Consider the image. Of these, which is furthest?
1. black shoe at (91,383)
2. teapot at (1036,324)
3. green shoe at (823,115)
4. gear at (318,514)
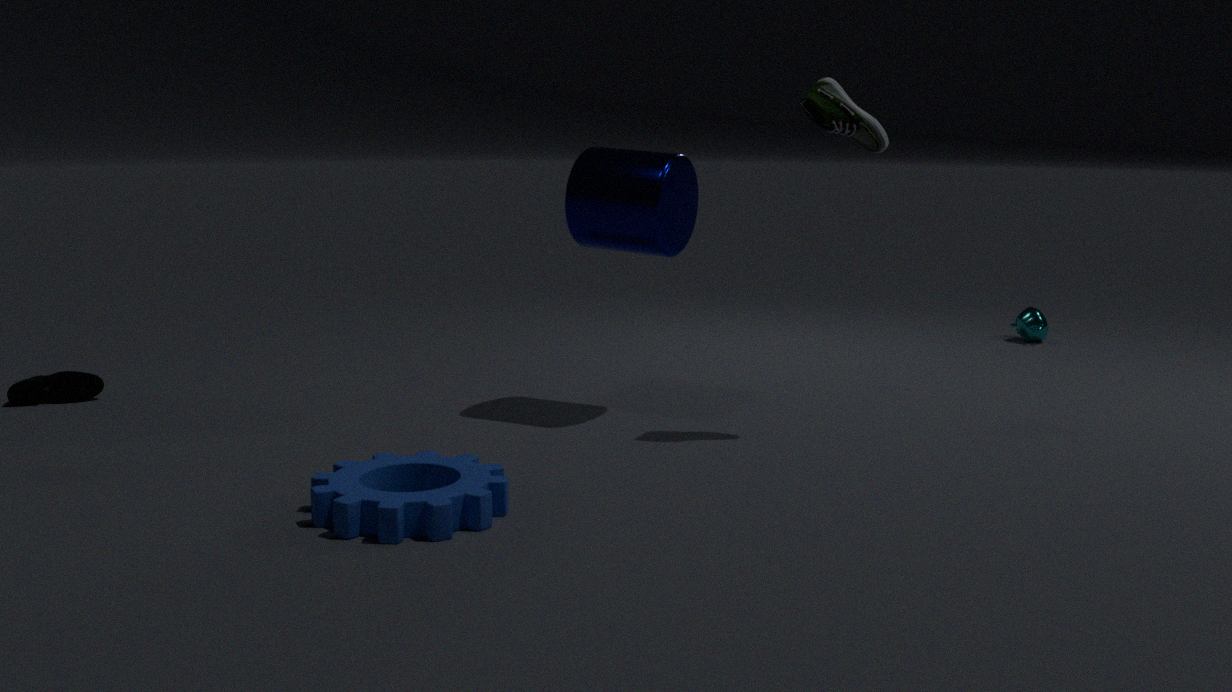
teapot at (1036,324)
